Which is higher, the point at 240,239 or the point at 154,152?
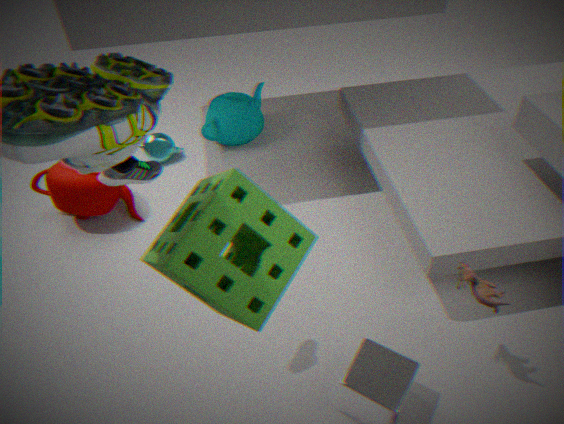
the point at 240,239
